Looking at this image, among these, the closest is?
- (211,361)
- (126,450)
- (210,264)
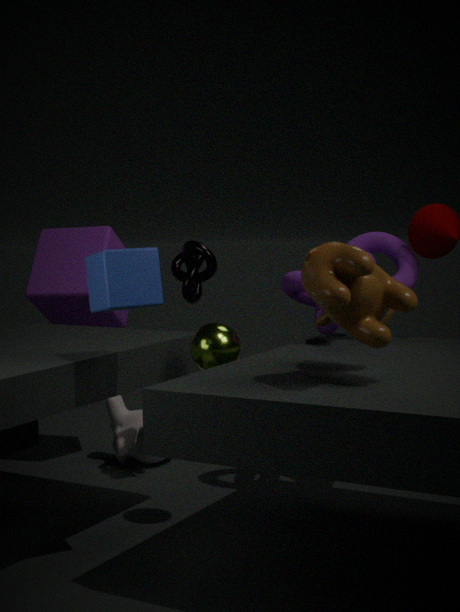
(211,361)
